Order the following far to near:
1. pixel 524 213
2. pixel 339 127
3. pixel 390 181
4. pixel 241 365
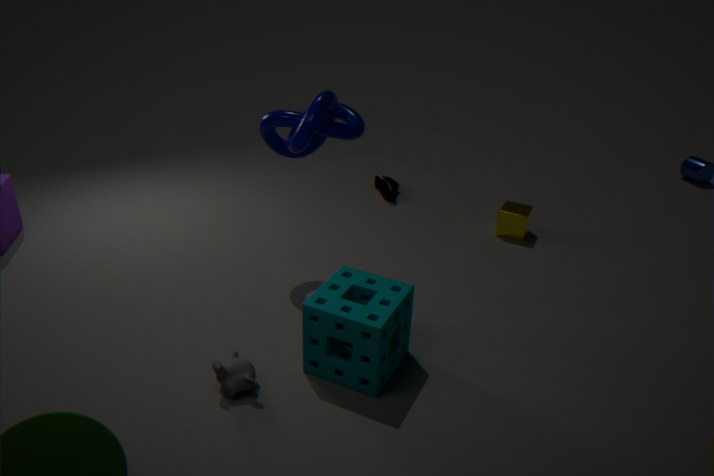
pixel 390 181
pixel 524 213
pixel 339 127
pixel 241 365
